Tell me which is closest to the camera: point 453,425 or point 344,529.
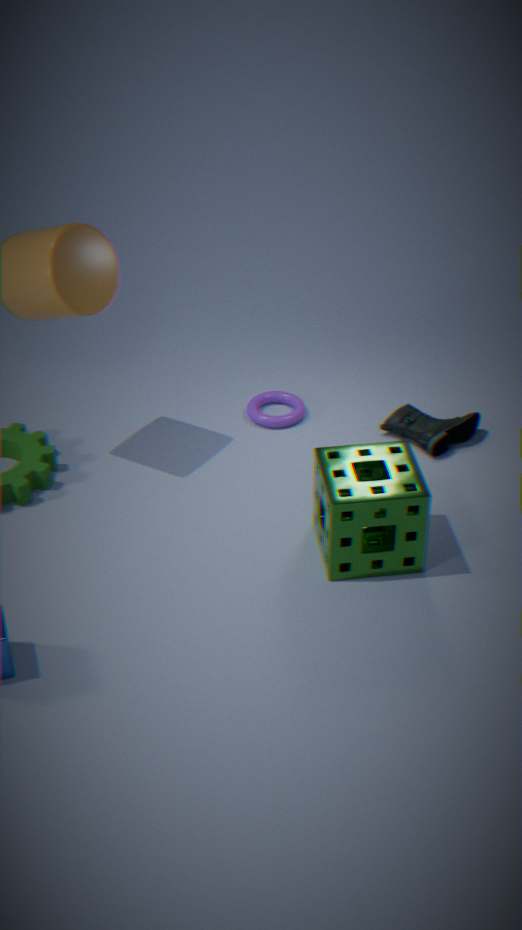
point 344,529
